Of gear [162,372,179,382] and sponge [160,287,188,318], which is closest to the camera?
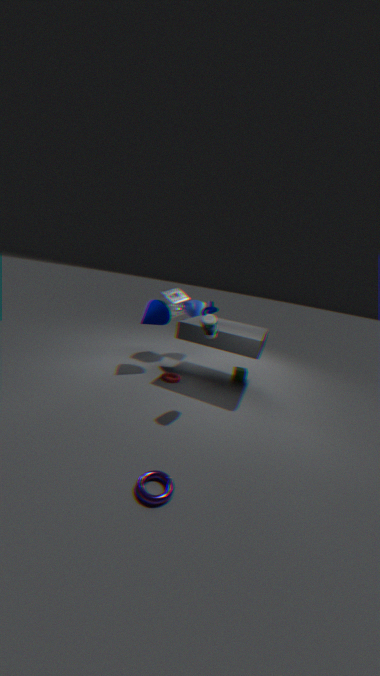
gear [162,372,179,382]
